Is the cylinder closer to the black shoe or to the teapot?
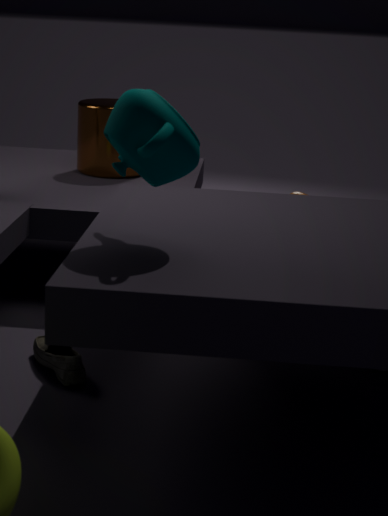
the black shoe
